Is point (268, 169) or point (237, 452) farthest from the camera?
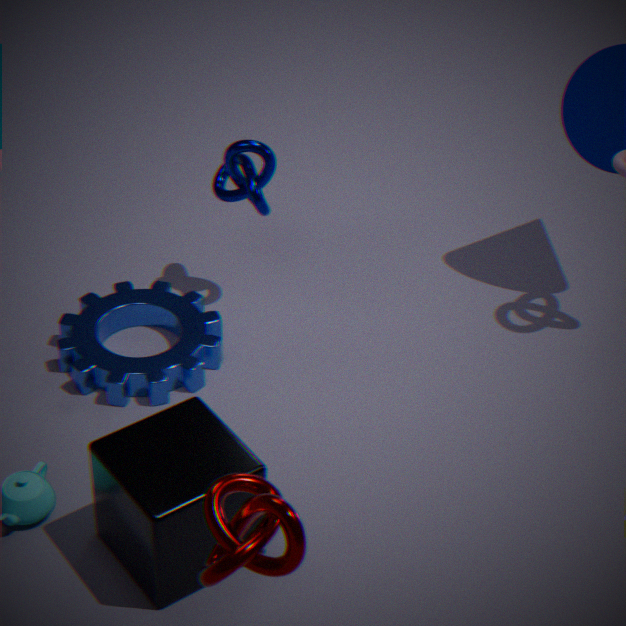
point (268, 169)
